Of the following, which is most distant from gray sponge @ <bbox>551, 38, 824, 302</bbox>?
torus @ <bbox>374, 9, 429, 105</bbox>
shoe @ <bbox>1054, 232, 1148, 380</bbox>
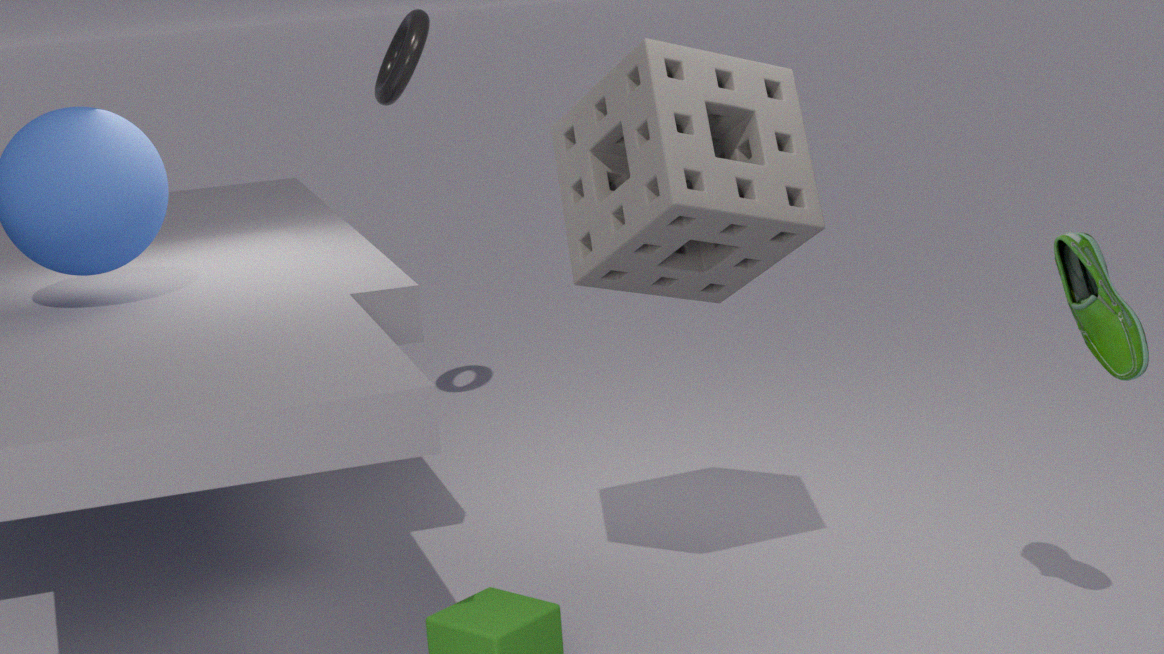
torus @ <bbox>374, 9, 429, 105</bbox>
